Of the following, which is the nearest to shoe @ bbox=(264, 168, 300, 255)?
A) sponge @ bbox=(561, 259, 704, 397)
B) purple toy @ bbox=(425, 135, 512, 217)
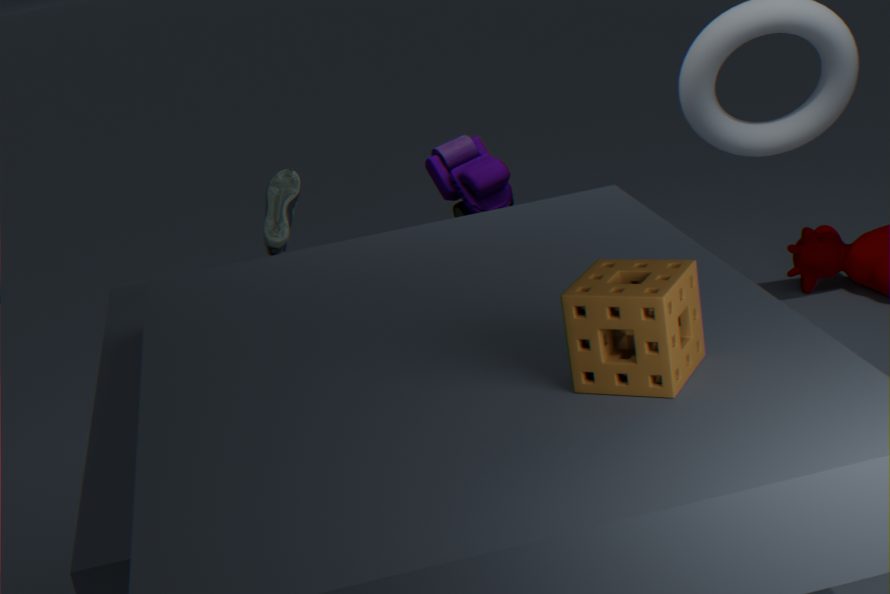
purple toy @ bbox=(425, 135, 512, 217)
